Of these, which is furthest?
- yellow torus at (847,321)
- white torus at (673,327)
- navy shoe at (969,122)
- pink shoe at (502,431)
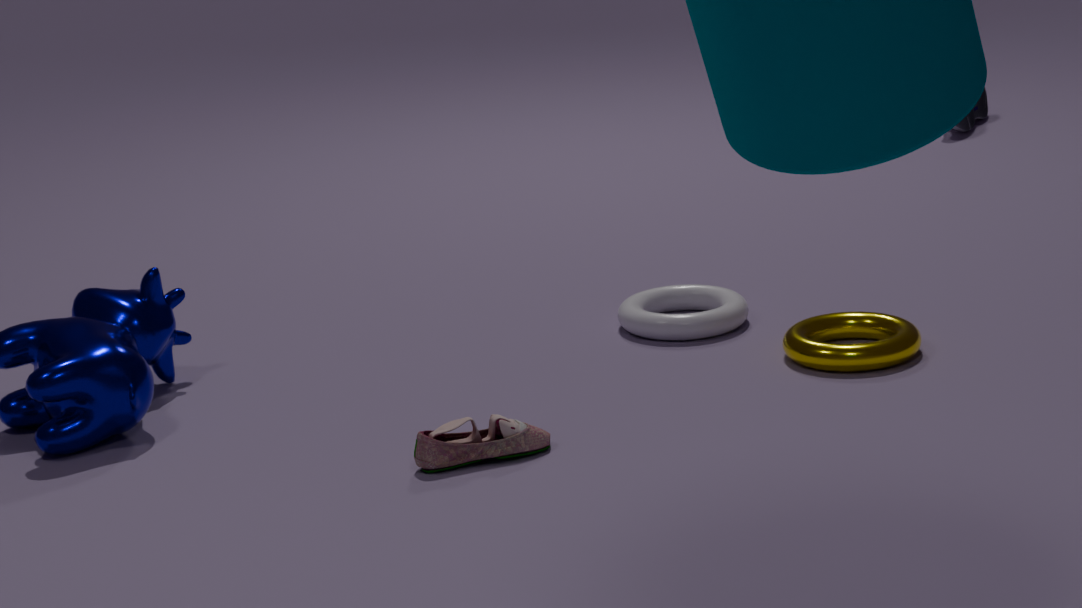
navy shoe at (969,122)
